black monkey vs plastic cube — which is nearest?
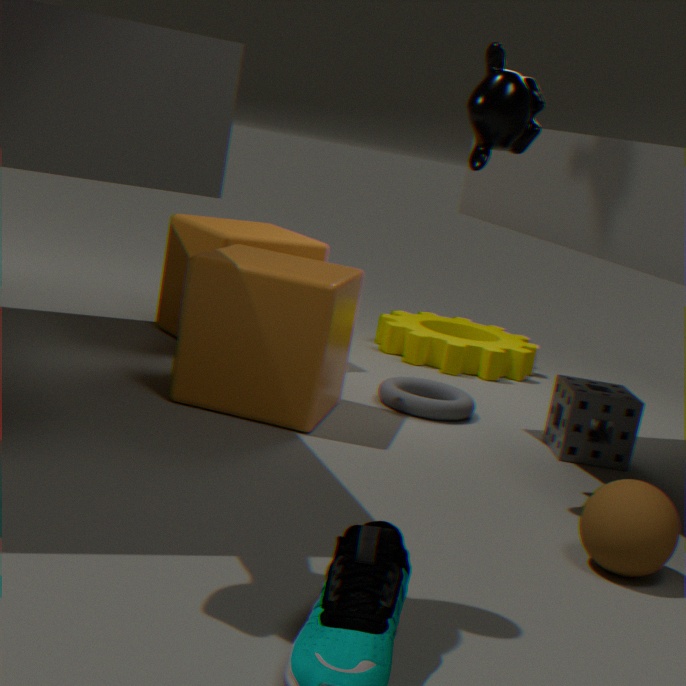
black monkey
